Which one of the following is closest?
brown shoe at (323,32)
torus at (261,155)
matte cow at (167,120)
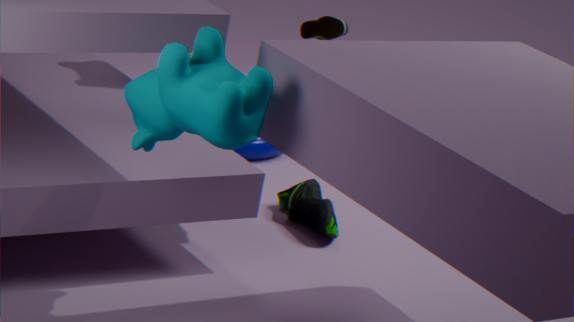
matte cow at (167,120)
